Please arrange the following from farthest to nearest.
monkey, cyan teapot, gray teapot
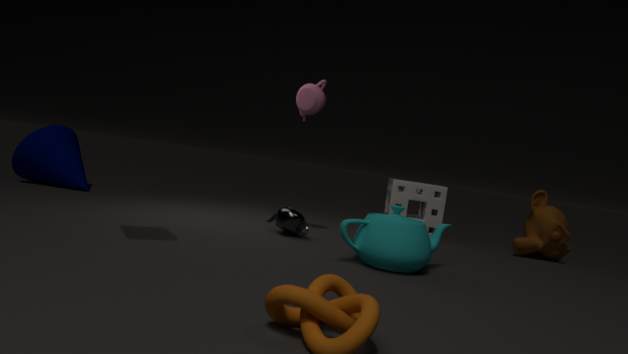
monkey → gray teapot → cyan teapot
